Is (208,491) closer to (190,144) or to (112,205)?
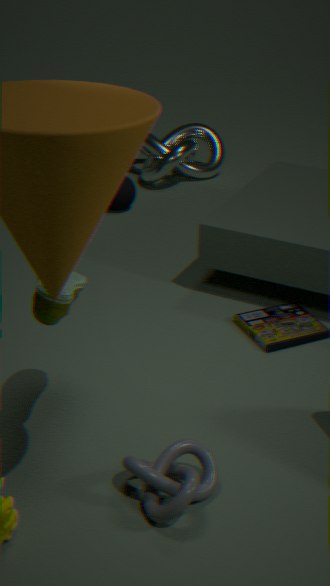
(112,205)
